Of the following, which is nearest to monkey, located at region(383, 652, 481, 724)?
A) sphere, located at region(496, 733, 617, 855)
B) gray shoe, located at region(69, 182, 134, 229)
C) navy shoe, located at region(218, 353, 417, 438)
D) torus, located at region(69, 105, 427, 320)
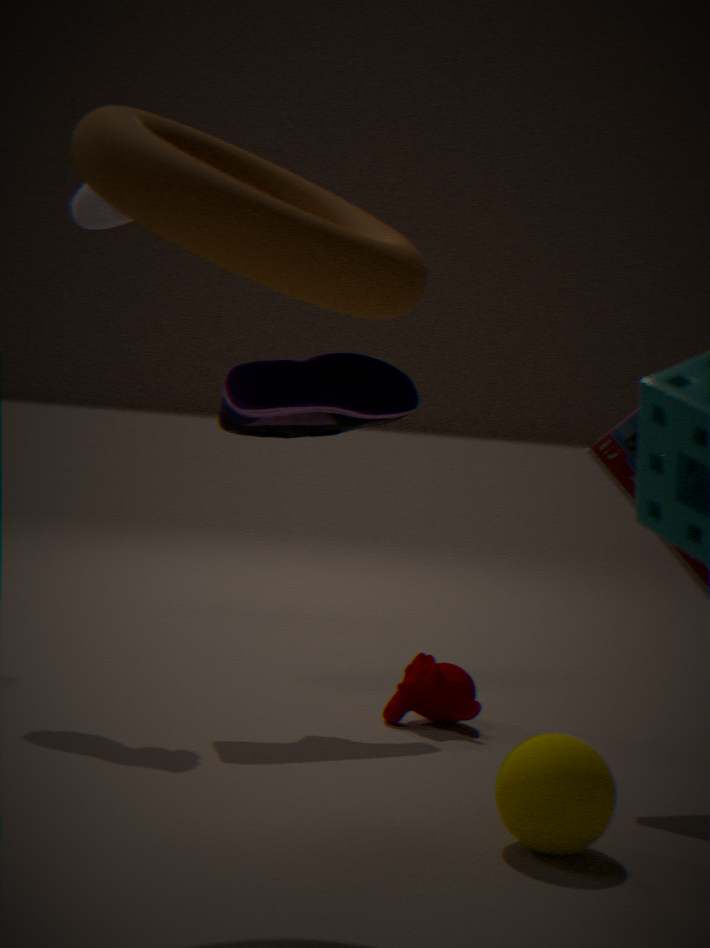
navy shoe, located at region(218, 353, 417, 438)
